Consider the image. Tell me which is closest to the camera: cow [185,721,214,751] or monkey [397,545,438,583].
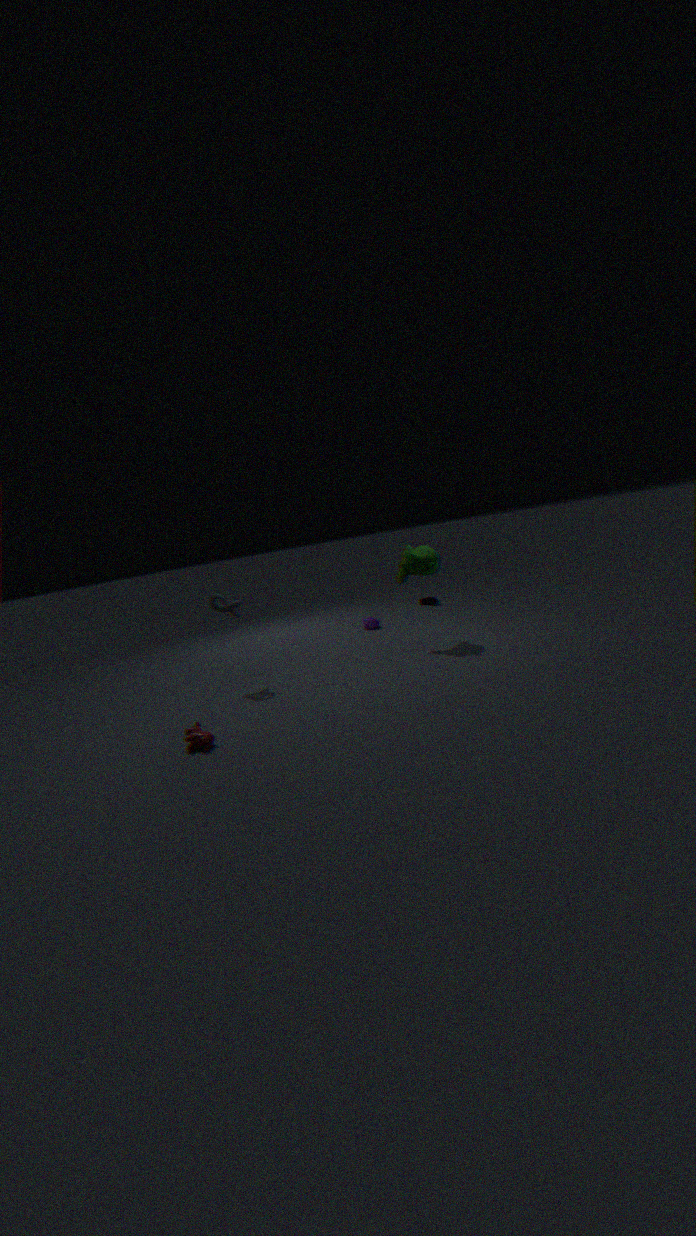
cow [185,721,214,751]
